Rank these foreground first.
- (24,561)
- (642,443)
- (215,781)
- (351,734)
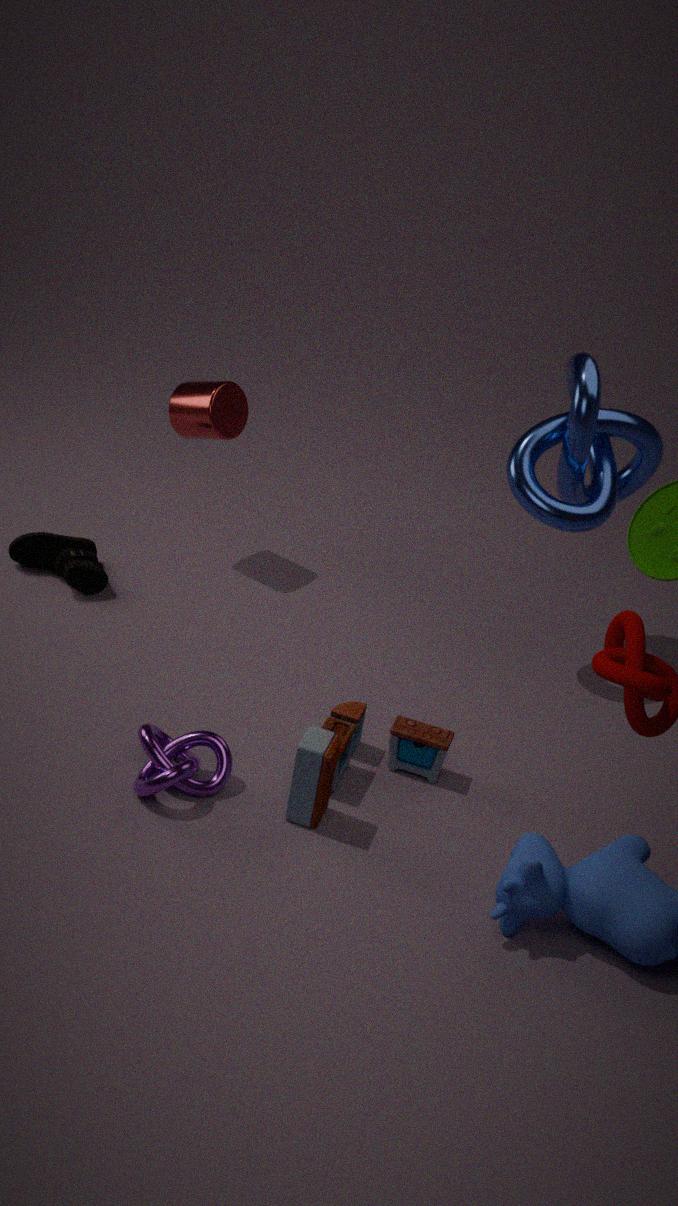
1. (215,781)
2. (351,734)
3. (642,443)
4. (24,561)
